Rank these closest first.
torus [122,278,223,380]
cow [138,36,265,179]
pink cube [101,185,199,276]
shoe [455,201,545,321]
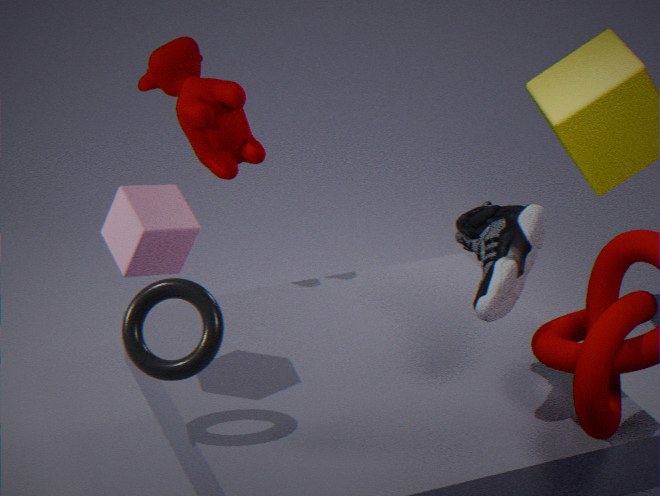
1. torus [122,278,223,380]
2. shoe [455,201,545,321]
3. pink cube [101,185,199,276]
4. cow [138,36,265,179]
